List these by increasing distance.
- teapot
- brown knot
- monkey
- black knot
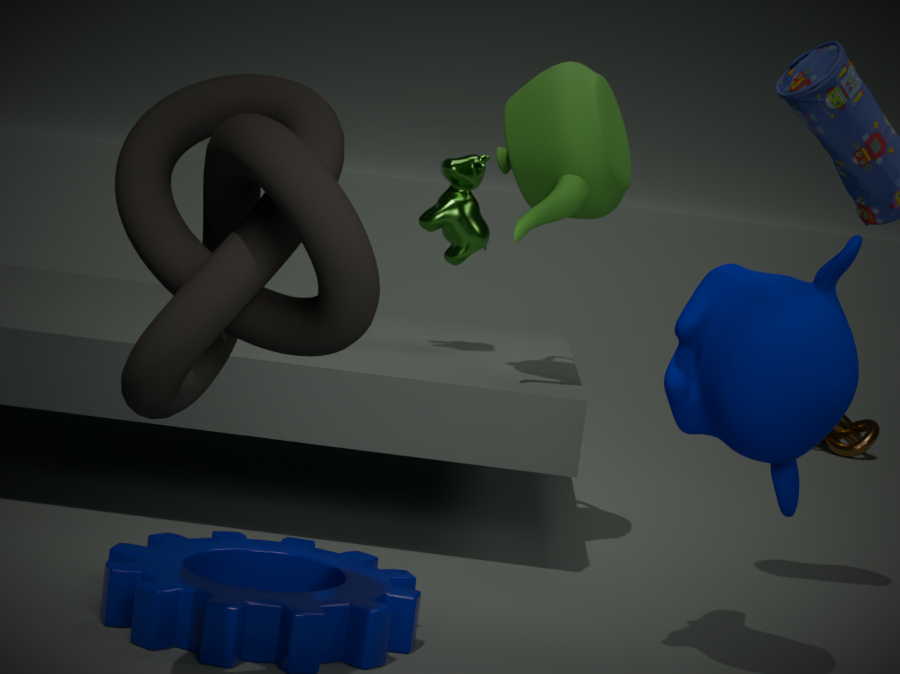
black knot, monkey, teapot, brown knot
